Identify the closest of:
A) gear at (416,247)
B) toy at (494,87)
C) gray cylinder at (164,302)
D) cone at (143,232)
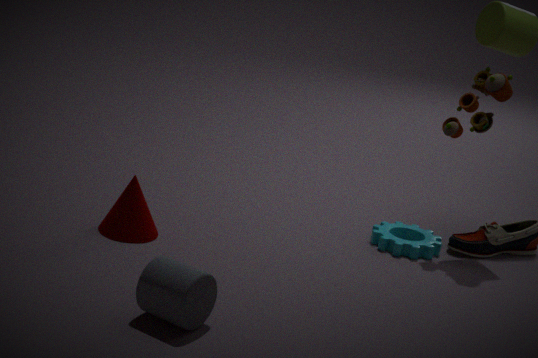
gray cylinder at (164,302)
